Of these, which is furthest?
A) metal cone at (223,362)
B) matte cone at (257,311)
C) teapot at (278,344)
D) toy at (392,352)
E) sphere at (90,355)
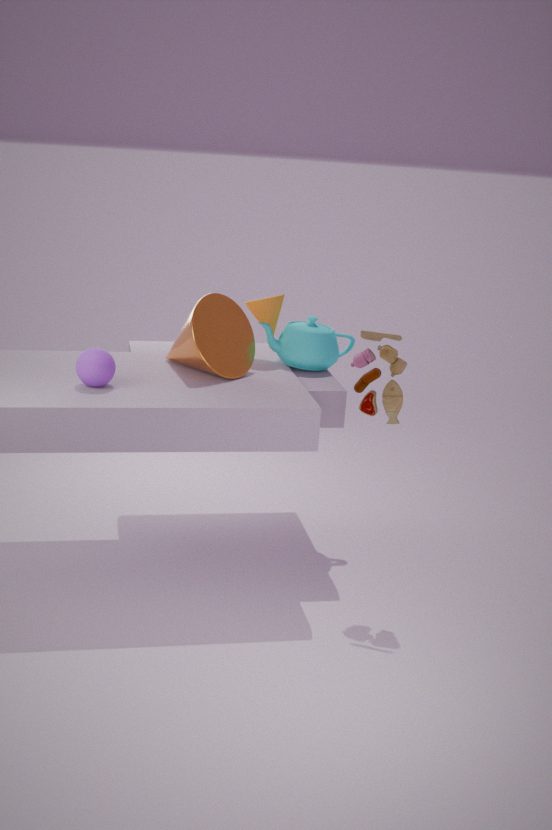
matte cone at (257,311)
